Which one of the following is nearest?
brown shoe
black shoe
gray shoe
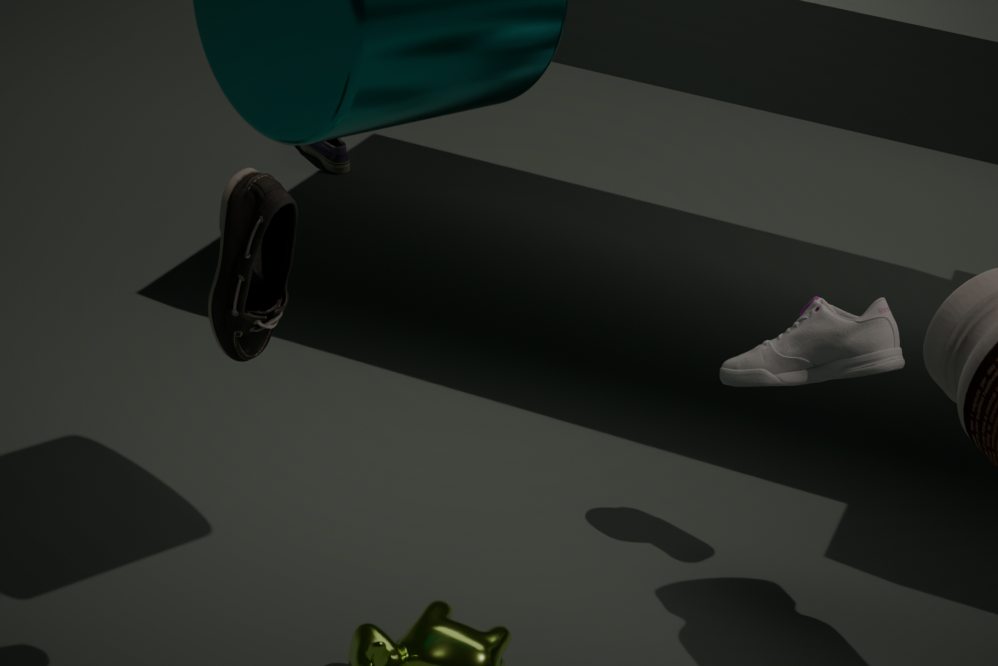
brown shoe
